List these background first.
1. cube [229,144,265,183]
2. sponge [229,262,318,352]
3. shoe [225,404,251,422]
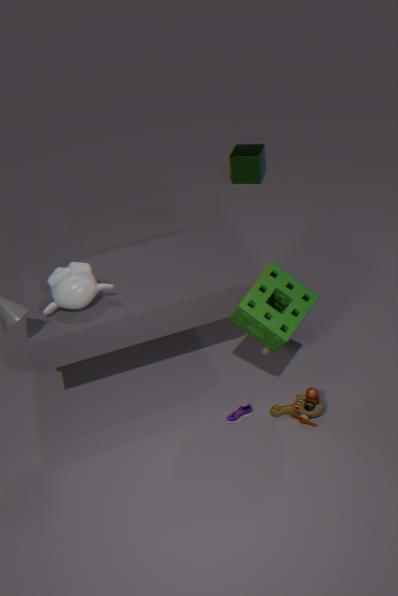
cube [229,144,265,183] < shoe [225,404,251,422] < sponge [229,262,318,352]
